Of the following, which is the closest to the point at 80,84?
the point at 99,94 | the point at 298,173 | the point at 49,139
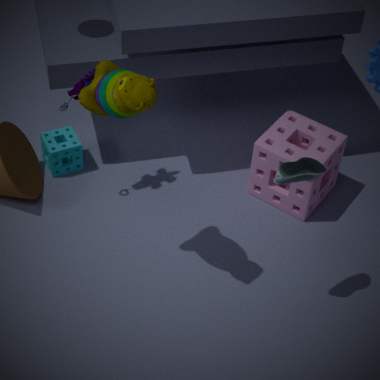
the point at 49,139
